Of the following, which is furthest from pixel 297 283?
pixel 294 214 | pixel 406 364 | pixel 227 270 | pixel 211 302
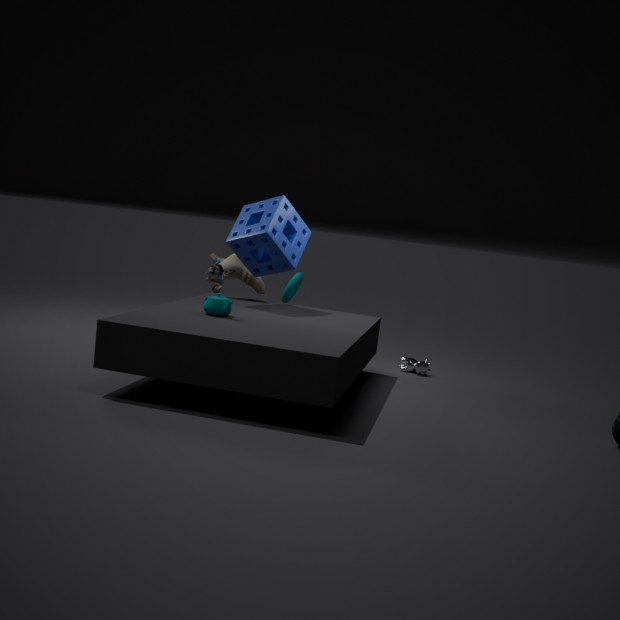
pixel 211 302
